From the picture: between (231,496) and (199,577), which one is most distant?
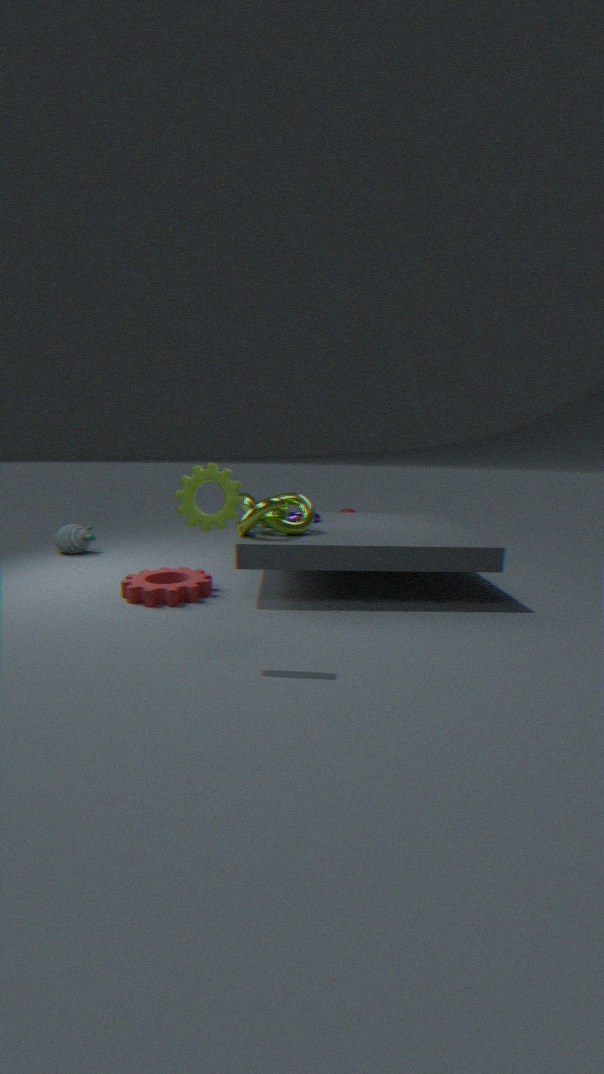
(199,577)
